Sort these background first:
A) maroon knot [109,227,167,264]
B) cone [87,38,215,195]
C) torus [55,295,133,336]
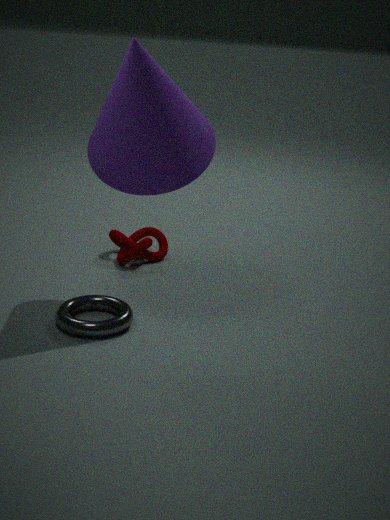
maroon knot [109,227,167,264]
torus [55,295,133,336]
cone [87,38,215,195]
